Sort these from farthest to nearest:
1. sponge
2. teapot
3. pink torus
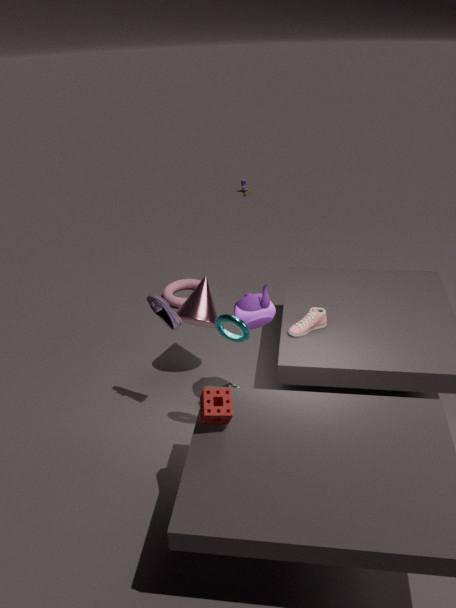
pink torus
teapot
sponge
